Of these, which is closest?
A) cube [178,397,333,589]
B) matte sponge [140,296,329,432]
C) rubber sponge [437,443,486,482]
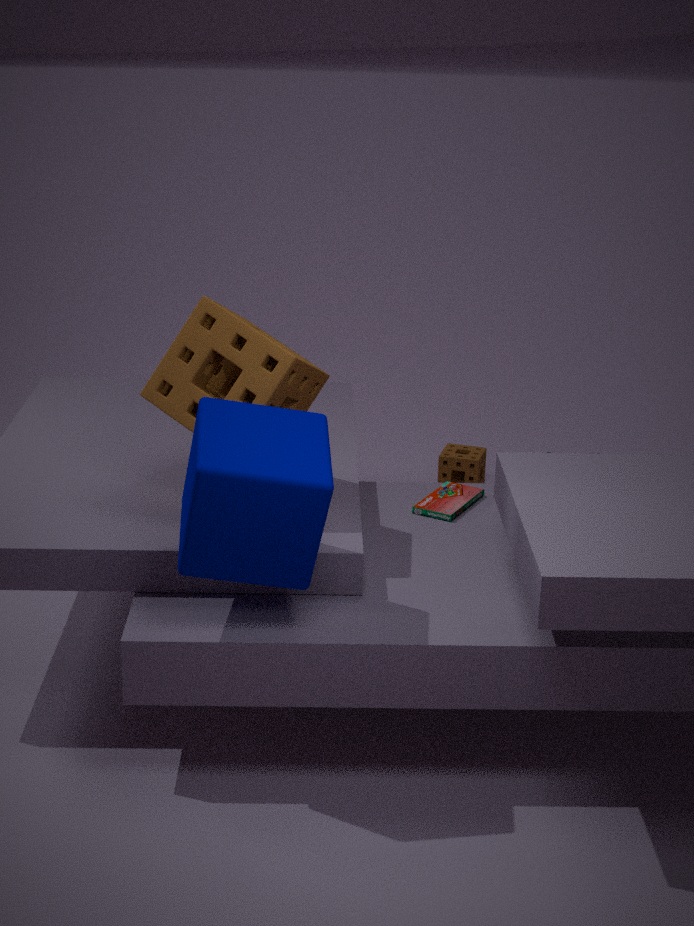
cube [178,397,333,589]
